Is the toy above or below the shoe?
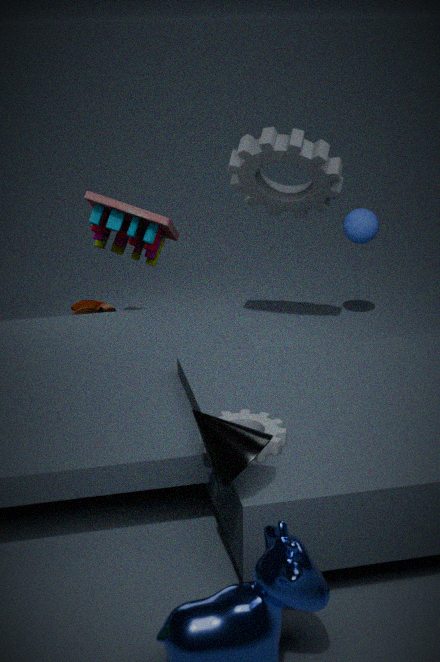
above
